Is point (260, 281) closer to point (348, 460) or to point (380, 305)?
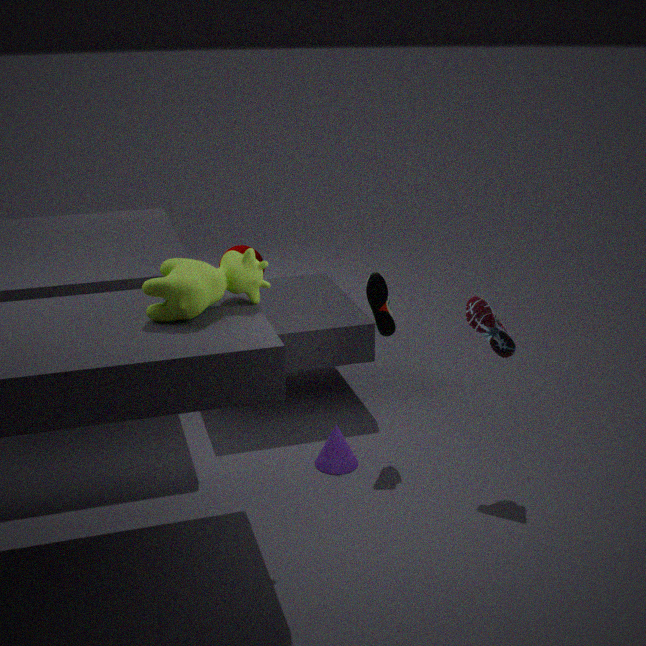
point (380, 305)
